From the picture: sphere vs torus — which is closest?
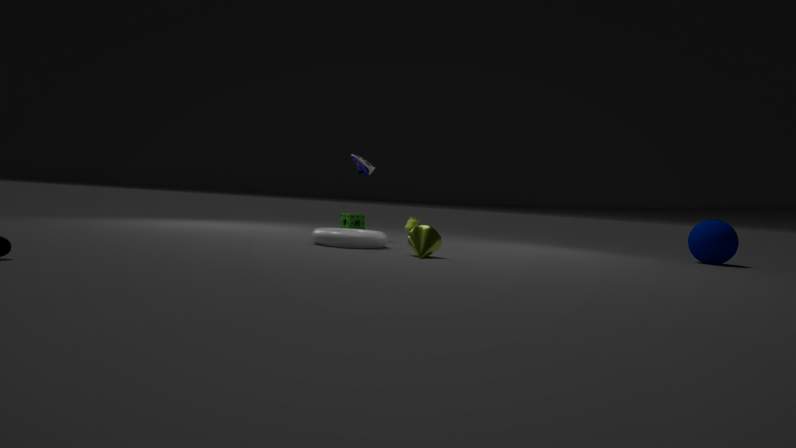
torus
